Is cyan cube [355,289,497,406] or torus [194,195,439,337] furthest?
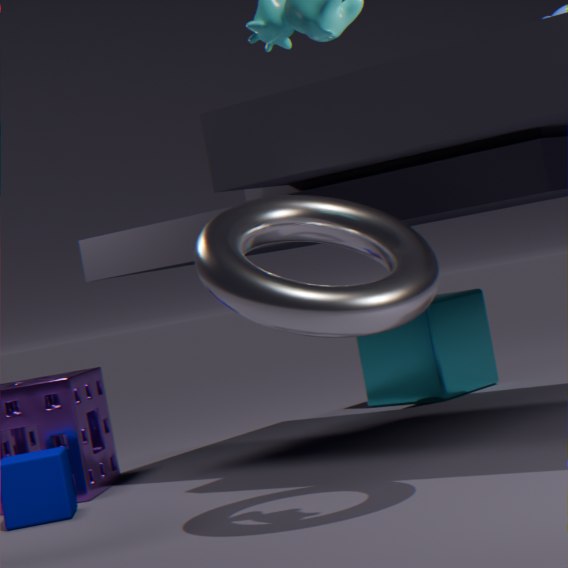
cyan cube [355,289,497,406]
